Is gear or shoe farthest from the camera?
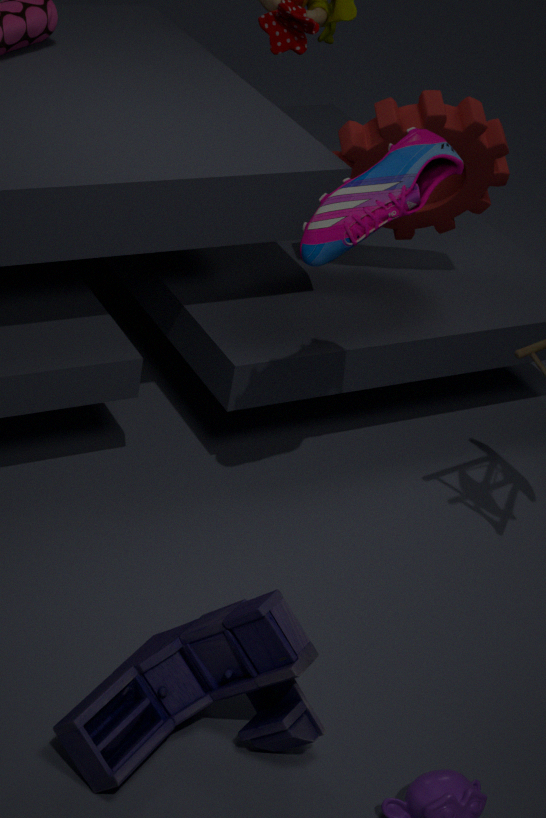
gear
